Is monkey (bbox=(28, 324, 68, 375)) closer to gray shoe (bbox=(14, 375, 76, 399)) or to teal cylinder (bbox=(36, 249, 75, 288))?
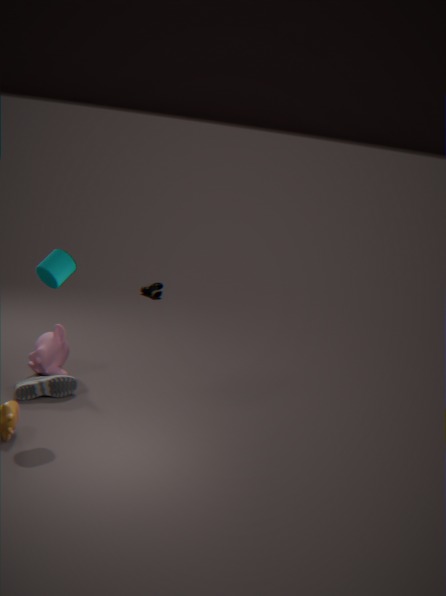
gray shoe (bbox=(14, 375, 76, 399))
